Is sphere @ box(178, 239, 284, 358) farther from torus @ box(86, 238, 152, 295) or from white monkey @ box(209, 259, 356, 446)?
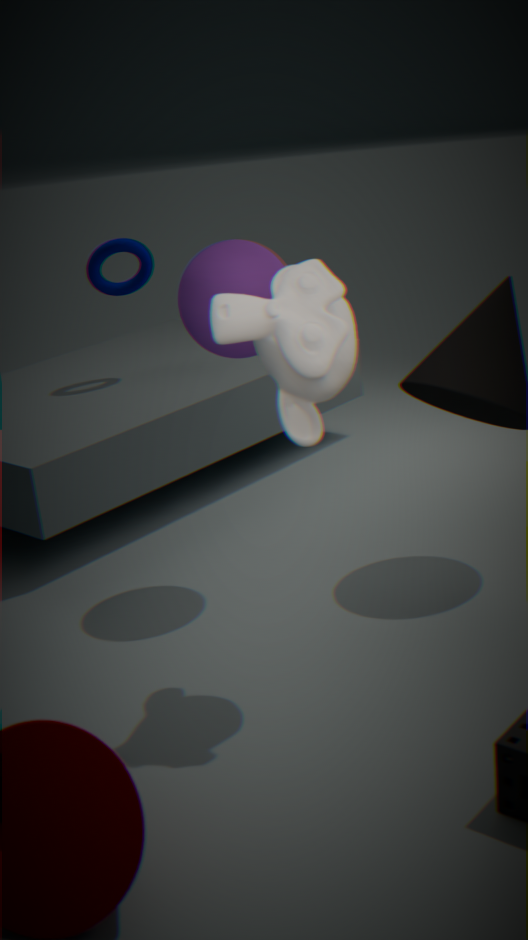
torus @ box(86, 238, 152, 295)
